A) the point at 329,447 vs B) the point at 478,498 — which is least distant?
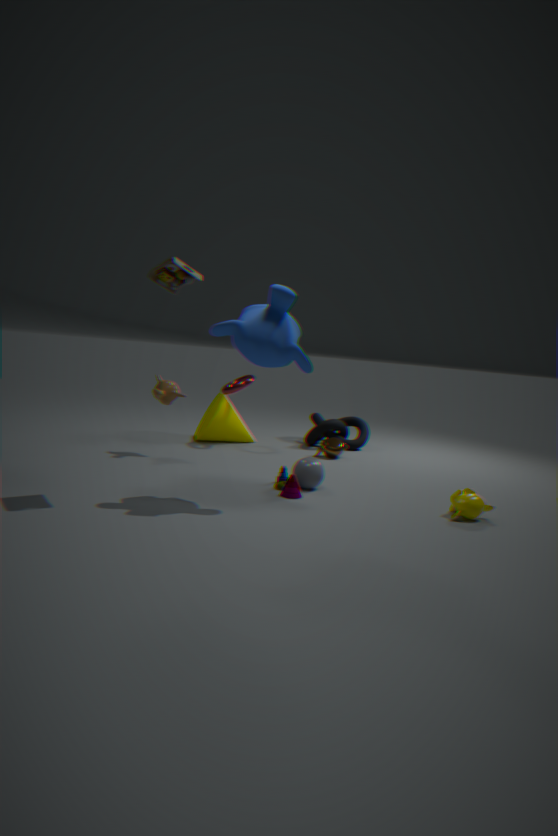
B. the point at 478,498
